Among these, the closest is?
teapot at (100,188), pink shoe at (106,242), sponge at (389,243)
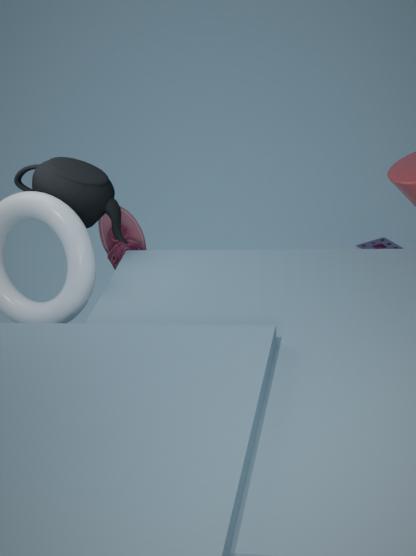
teapot at (100,188)
